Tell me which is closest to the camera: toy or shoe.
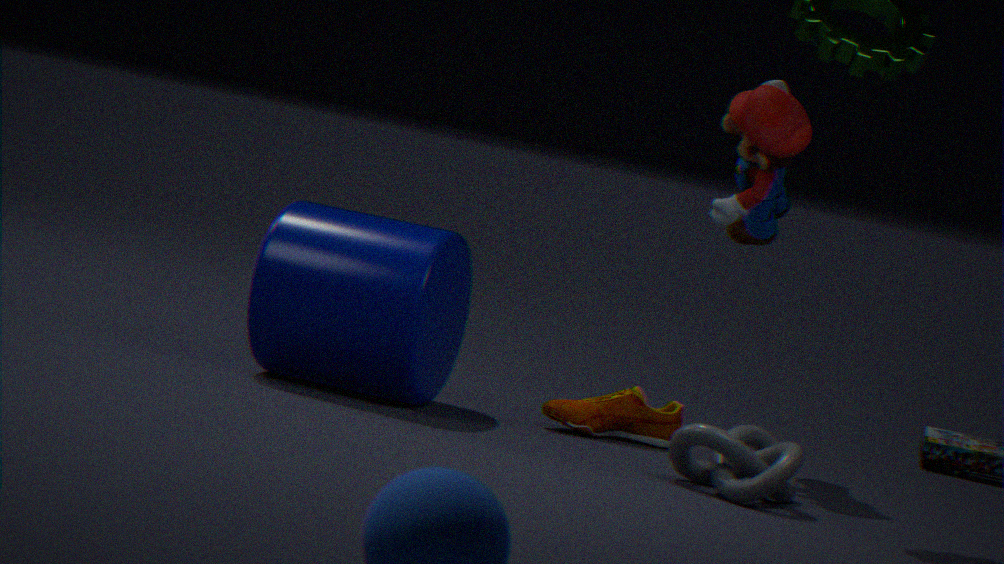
toy
